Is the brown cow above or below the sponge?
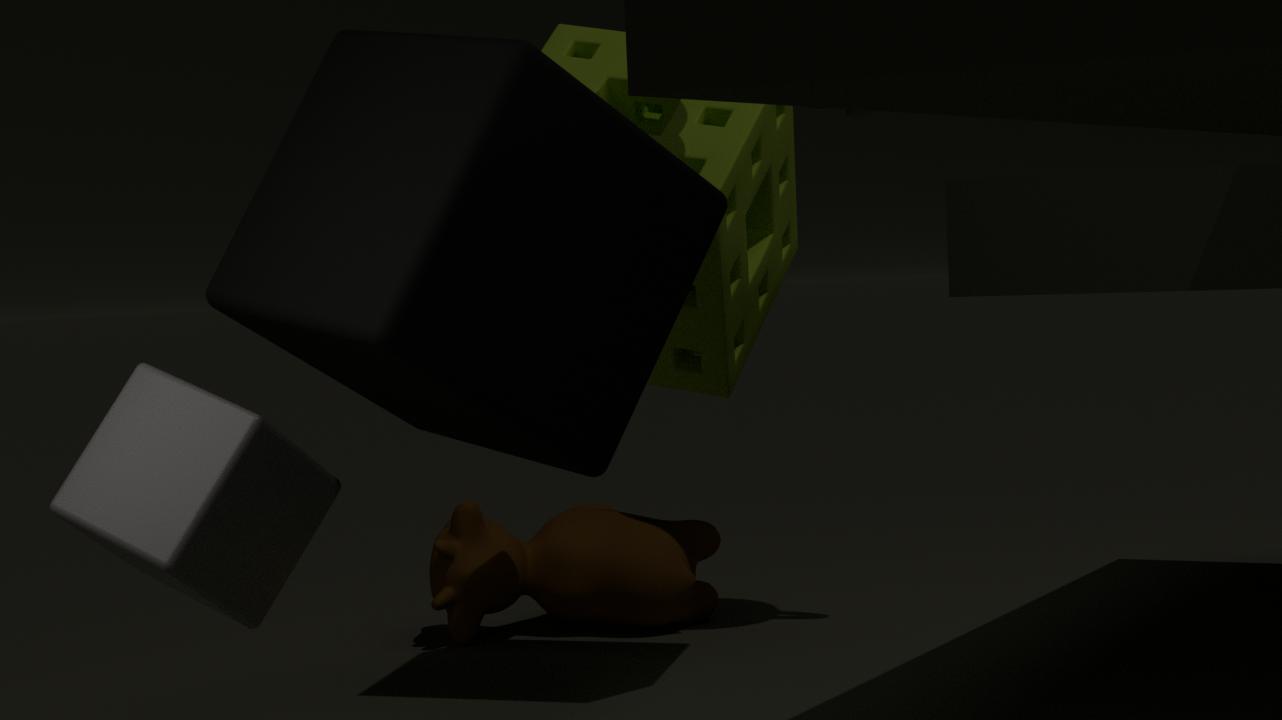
below
